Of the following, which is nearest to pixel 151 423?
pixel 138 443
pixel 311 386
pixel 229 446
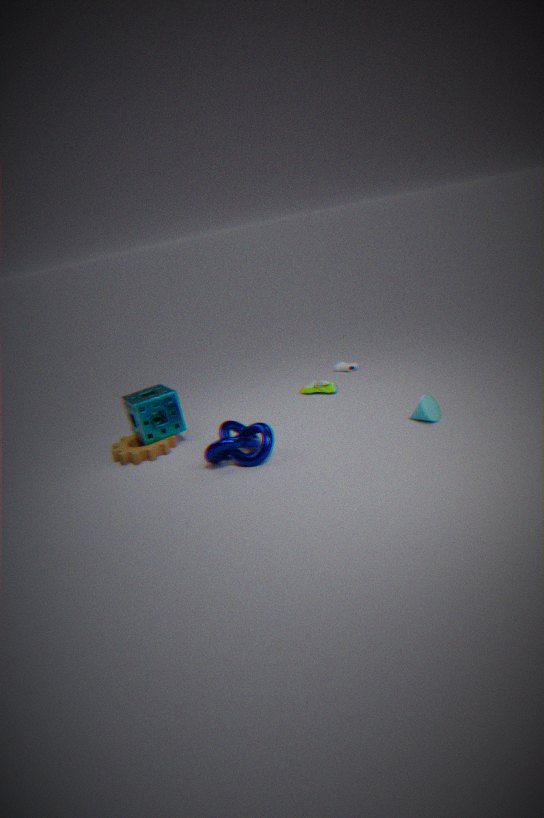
pixel 138 443
